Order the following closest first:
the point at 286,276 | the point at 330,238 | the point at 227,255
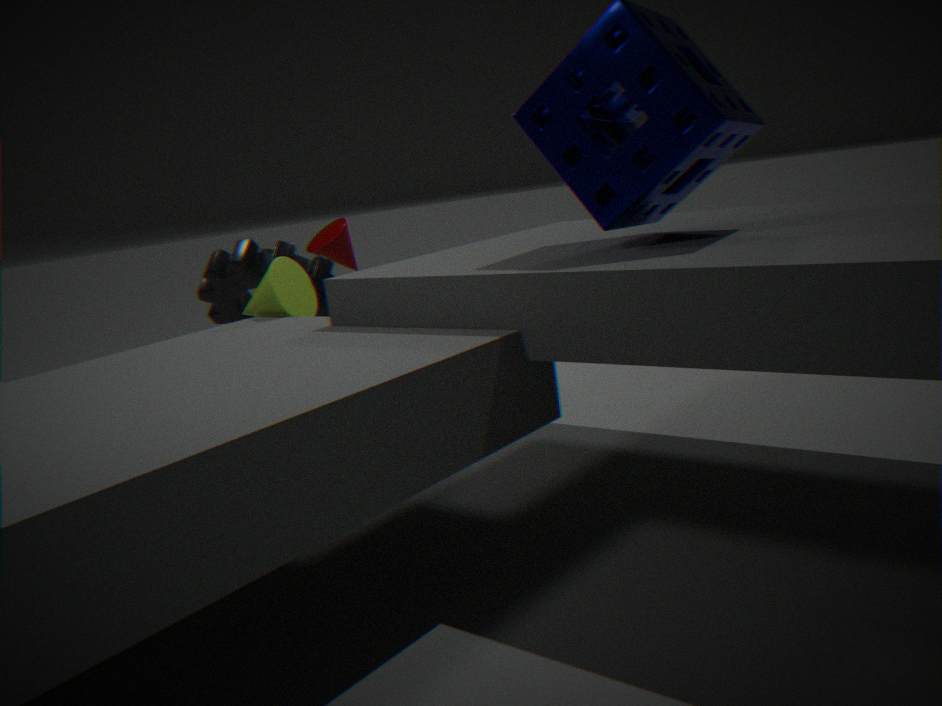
the point at 286,276
the point at 227,255
the point at 330,238
